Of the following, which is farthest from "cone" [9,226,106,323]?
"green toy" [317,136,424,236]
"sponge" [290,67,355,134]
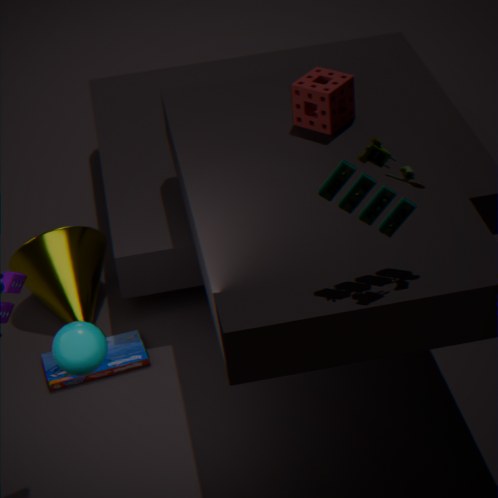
"green toy" [317,136,424,236]
